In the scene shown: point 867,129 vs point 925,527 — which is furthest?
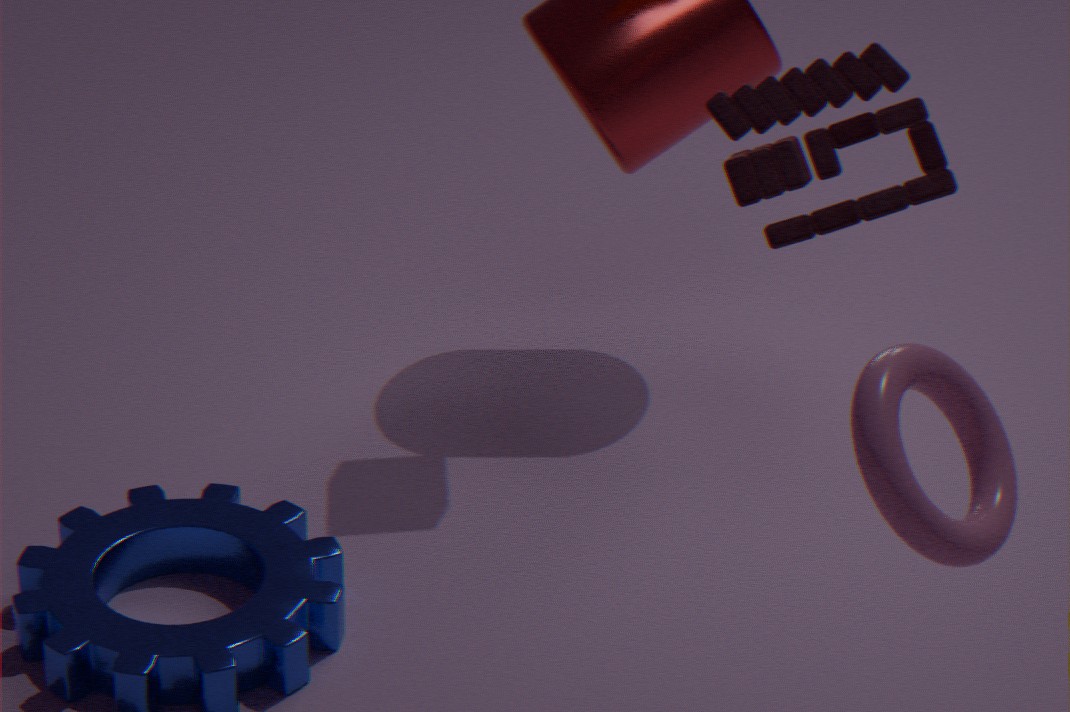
point 867,129
